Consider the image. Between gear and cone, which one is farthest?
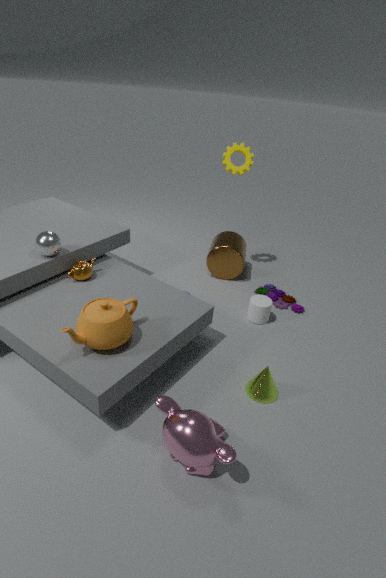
gear
